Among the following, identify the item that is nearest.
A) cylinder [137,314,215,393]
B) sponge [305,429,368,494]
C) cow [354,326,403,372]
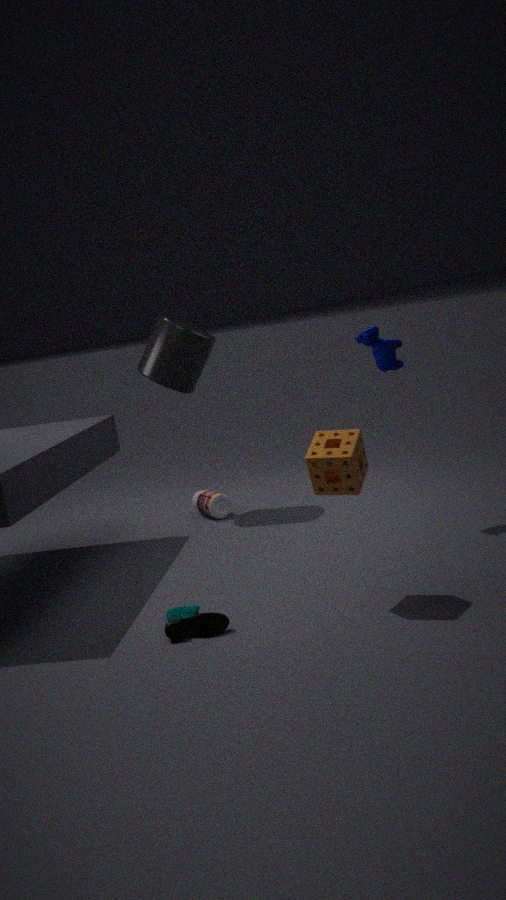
sponge [305,429,368,494]
